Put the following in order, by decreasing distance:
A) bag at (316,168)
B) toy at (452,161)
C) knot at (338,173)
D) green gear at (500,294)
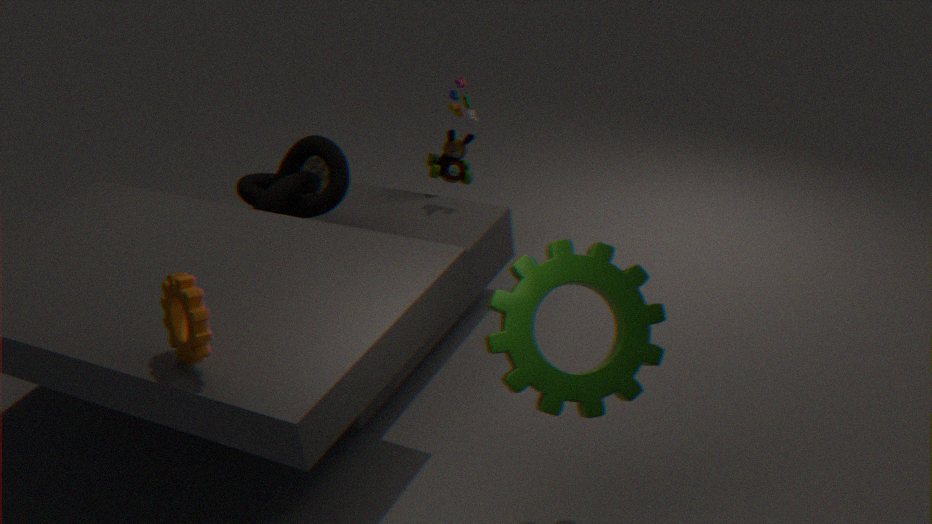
bag at (316,168) < toy at (452,161) < knot at (338,173) < green gear at (500,294)
